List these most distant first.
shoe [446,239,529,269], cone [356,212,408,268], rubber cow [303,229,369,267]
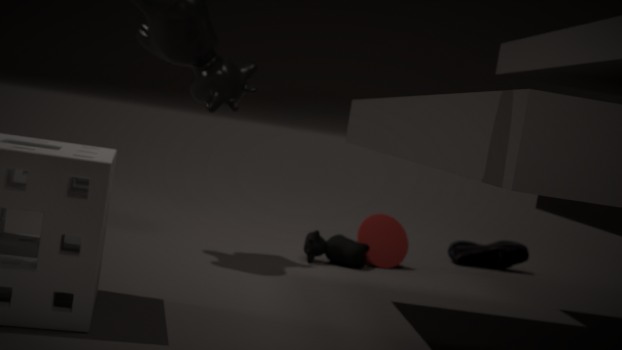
shoe [446,239,529,269]
cone [356,212,408,268]
rubber cow [303,229,369,267]
